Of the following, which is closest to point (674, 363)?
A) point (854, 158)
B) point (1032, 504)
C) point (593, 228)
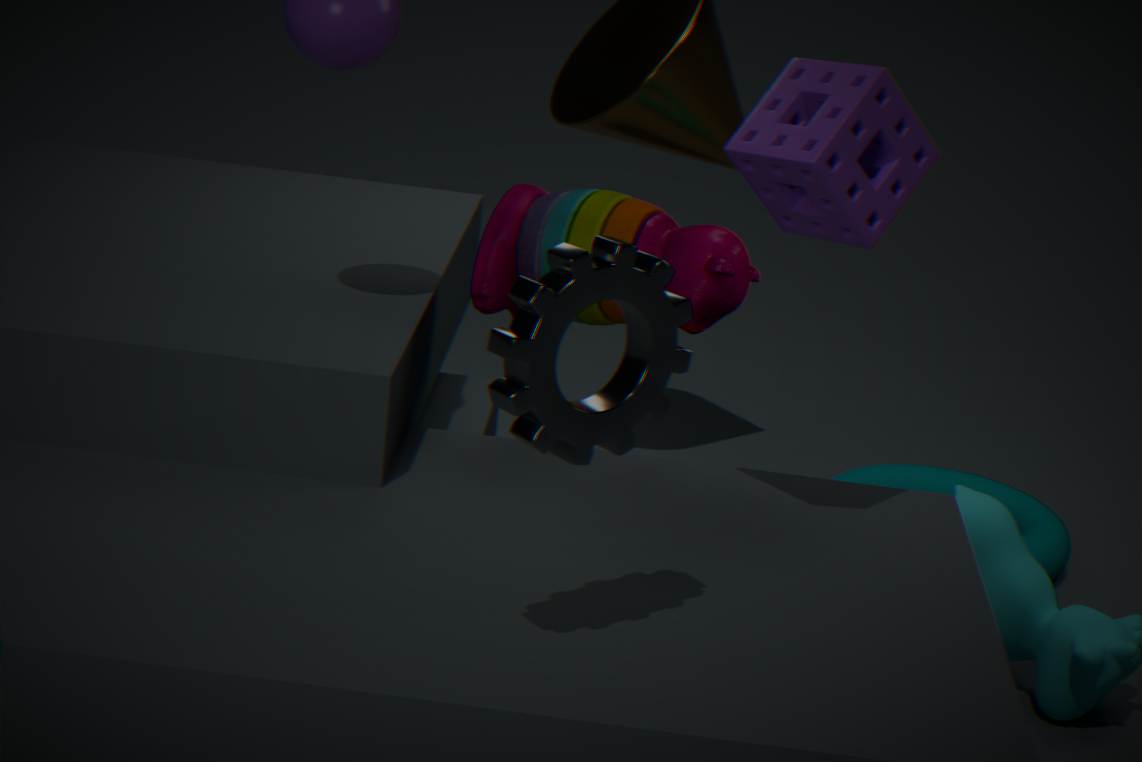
point (854, 158)
